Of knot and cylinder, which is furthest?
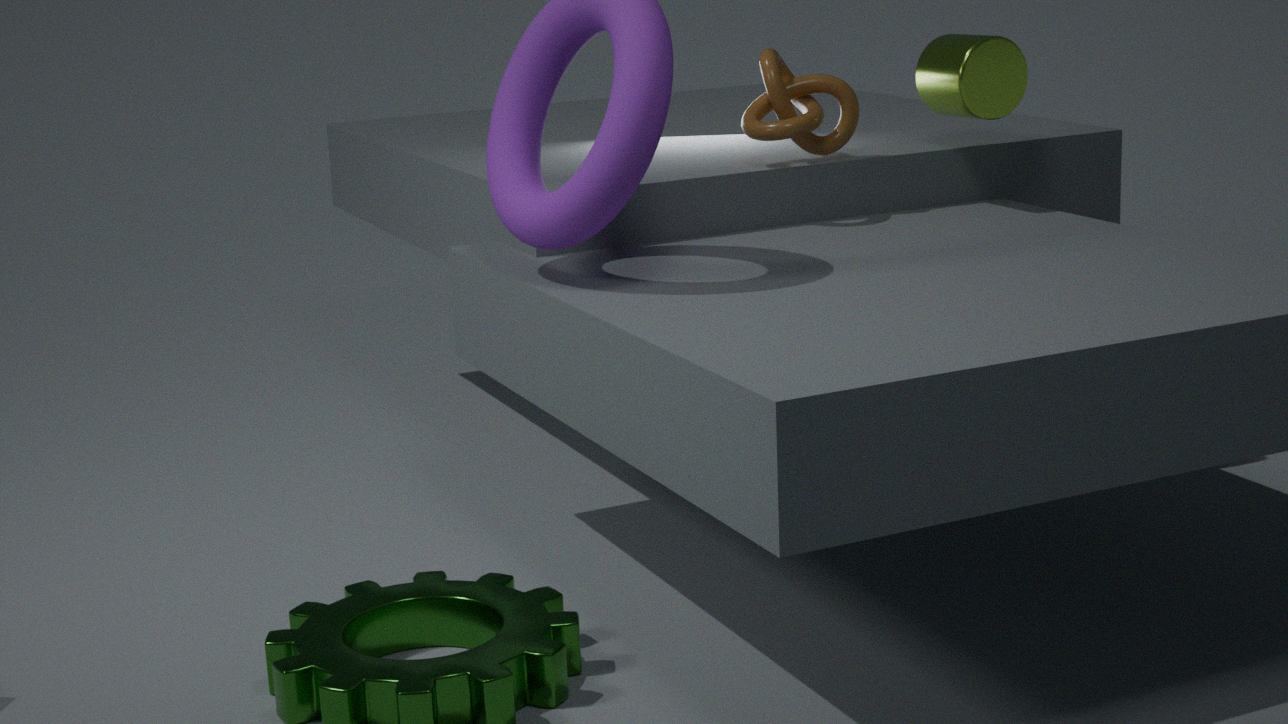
cylinder
